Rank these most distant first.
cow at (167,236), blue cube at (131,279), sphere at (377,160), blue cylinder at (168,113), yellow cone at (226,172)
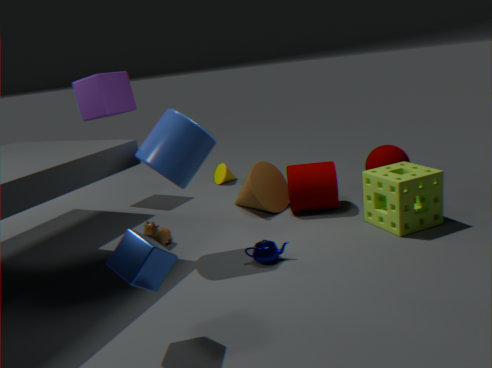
1. yellow cone at (226,172)
2. sphere at (377,160)
3. cow at (167,236)
4. blue cylinder at (168,113)
5. blue cube at (131,279)
